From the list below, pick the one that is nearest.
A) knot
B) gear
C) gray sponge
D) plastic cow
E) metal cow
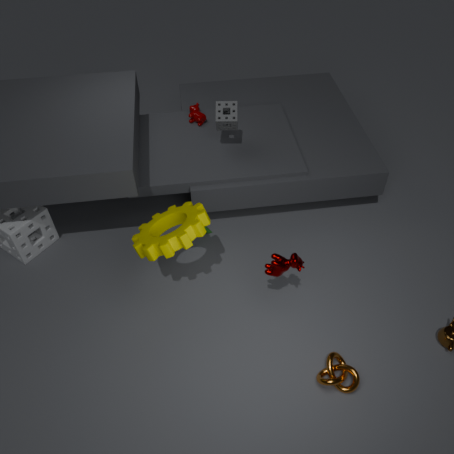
gear
